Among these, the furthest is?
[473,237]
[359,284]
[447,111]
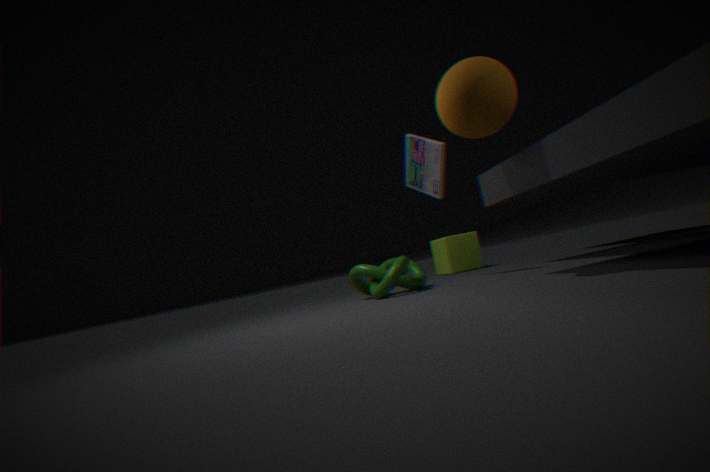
[473,237]
